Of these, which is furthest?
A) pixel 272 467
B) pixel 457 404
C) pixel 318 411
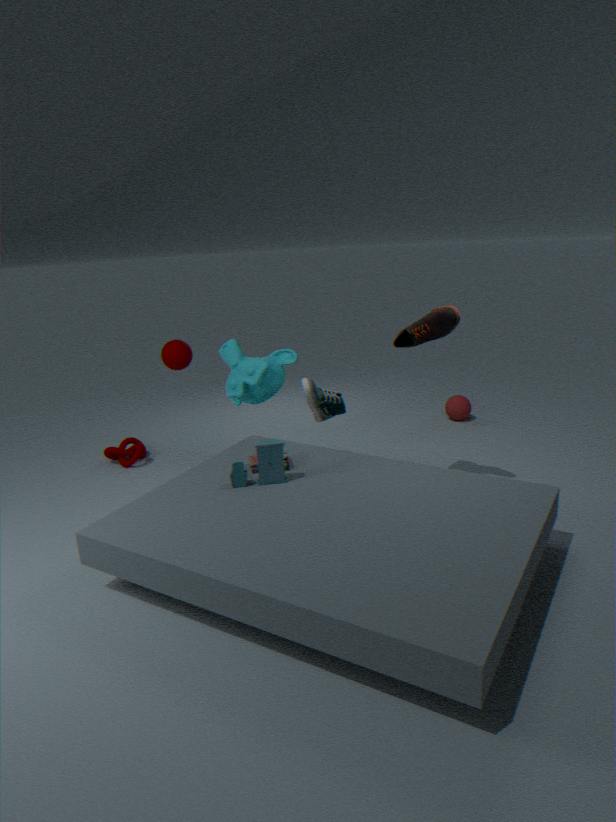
pixel 457 404
